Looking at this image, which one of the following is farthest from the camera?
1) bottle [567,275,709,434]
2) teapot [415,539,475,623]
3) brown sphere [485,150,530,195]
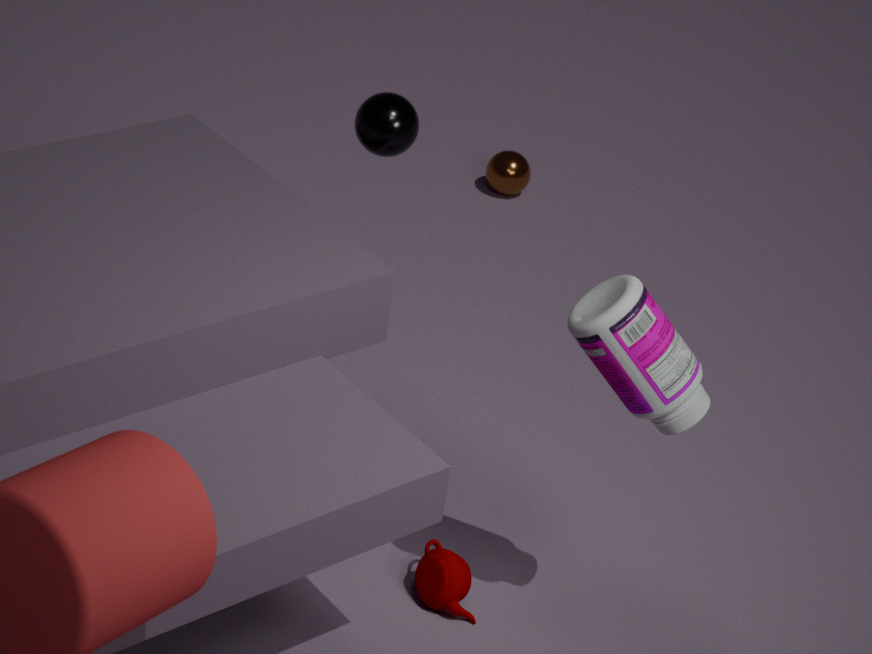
3. brown sphere [485,150,530,195]
